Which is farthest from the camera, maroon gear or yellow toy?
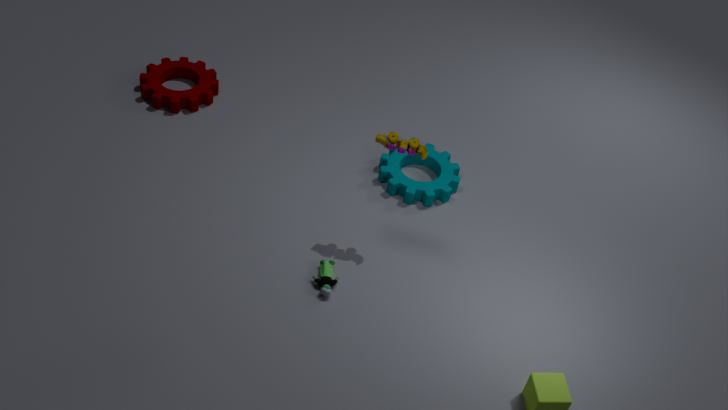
maroon gear
